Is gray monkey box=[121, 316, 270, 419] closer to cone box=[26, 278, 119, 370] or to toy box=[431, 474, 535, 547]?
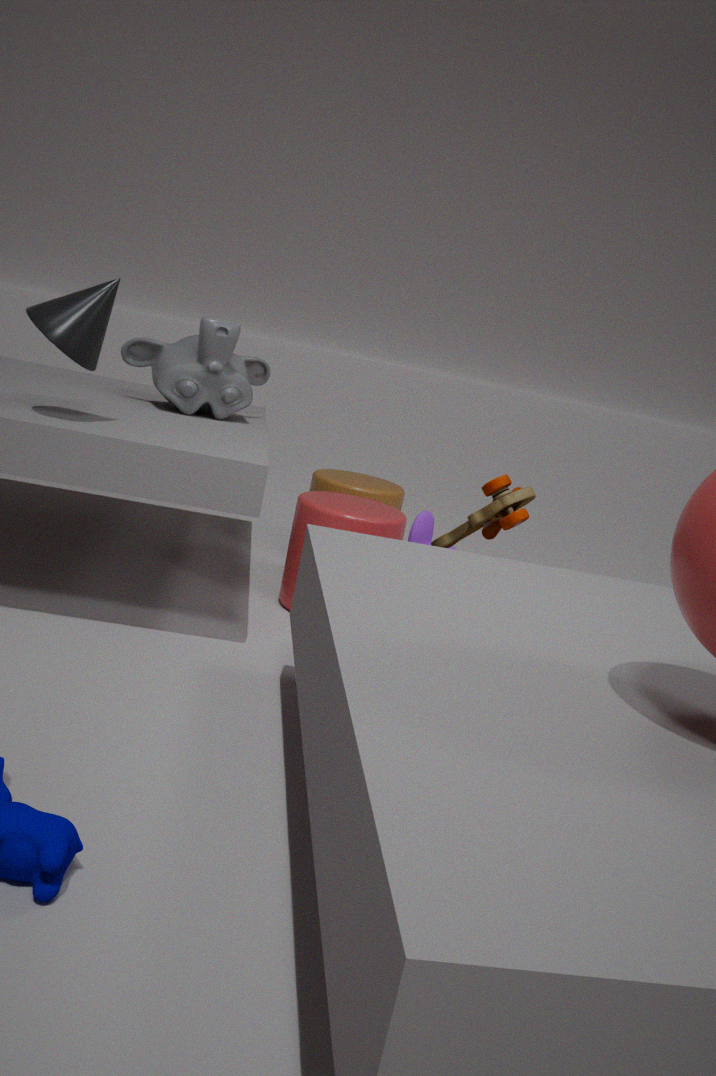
cone box=[26, 278, 119, 370]
